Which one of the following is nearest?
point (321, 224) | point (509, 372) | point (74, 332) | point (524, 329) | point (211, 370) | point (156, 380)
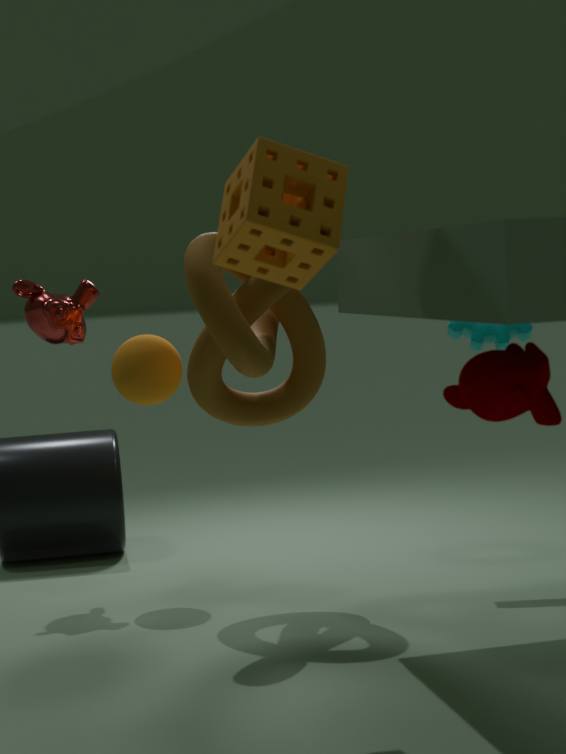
point (509, 372)
